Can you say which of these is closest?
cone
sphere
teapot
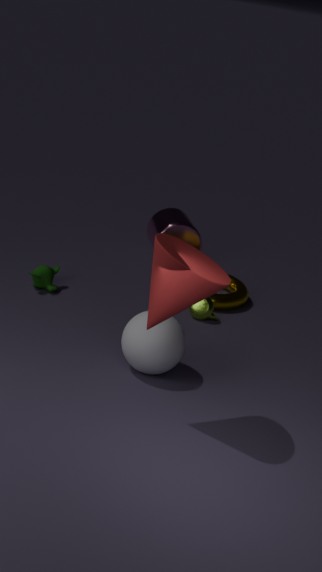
cone
